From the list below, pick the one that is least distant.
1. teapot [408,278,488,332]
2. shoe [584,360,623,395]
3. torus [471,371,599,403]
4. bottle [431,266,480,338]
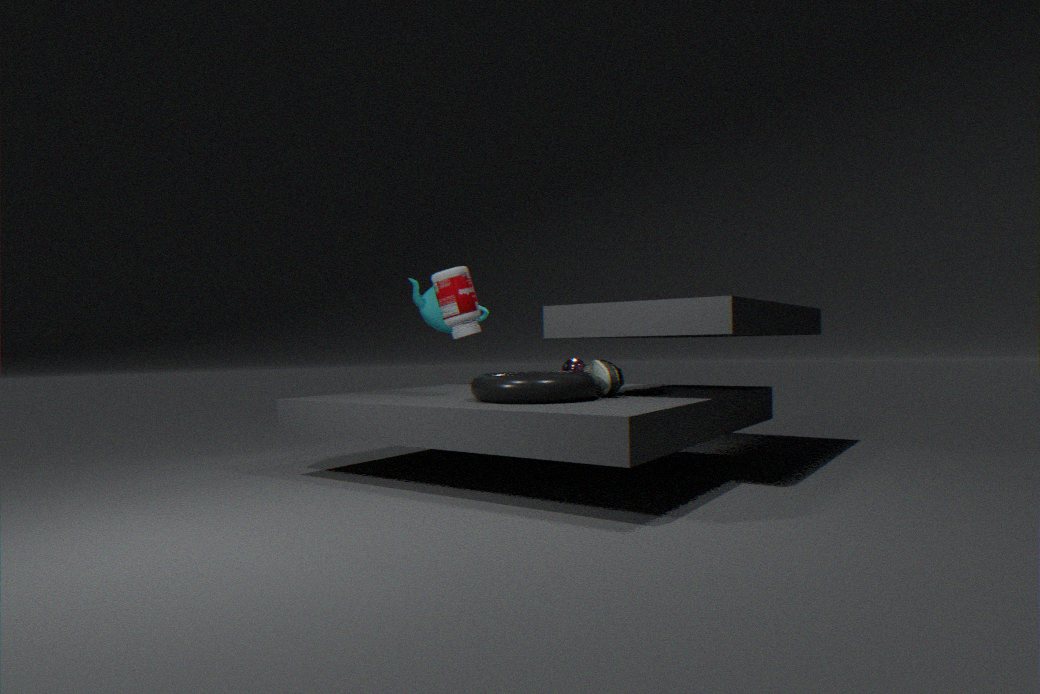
torus [471,371,599,403]
